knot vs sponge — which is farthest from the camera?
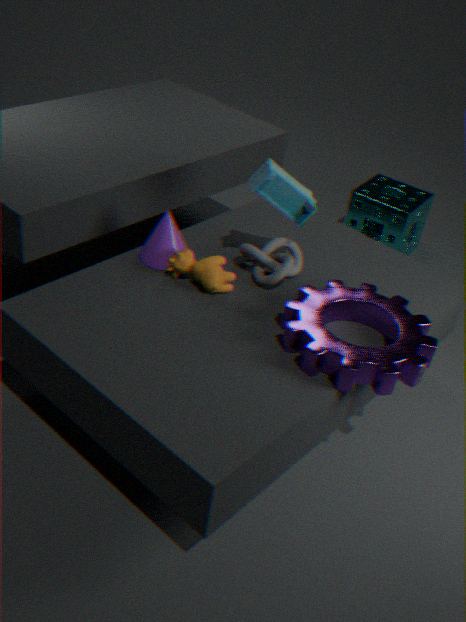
sponge
